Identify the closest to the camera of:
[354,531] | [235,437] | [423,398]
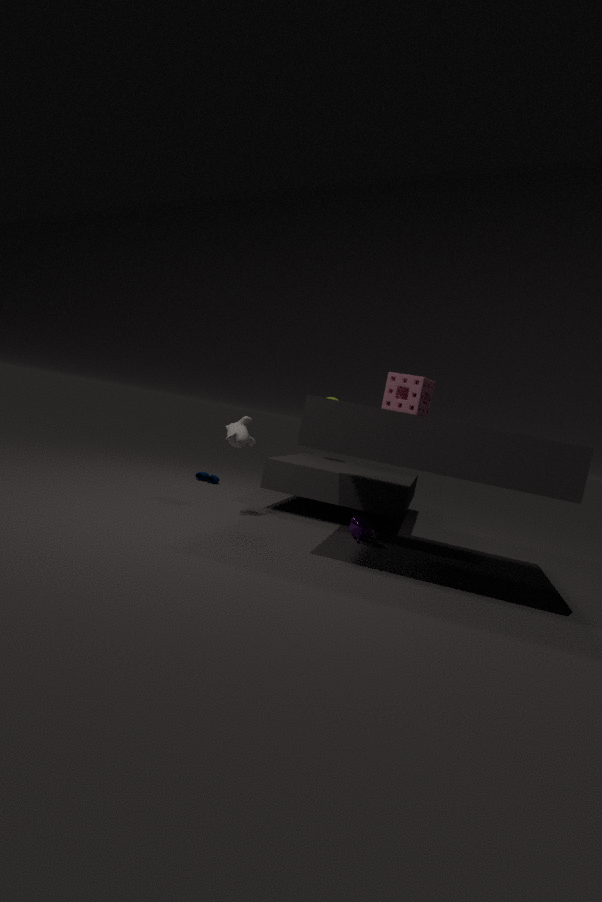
[423,398]
